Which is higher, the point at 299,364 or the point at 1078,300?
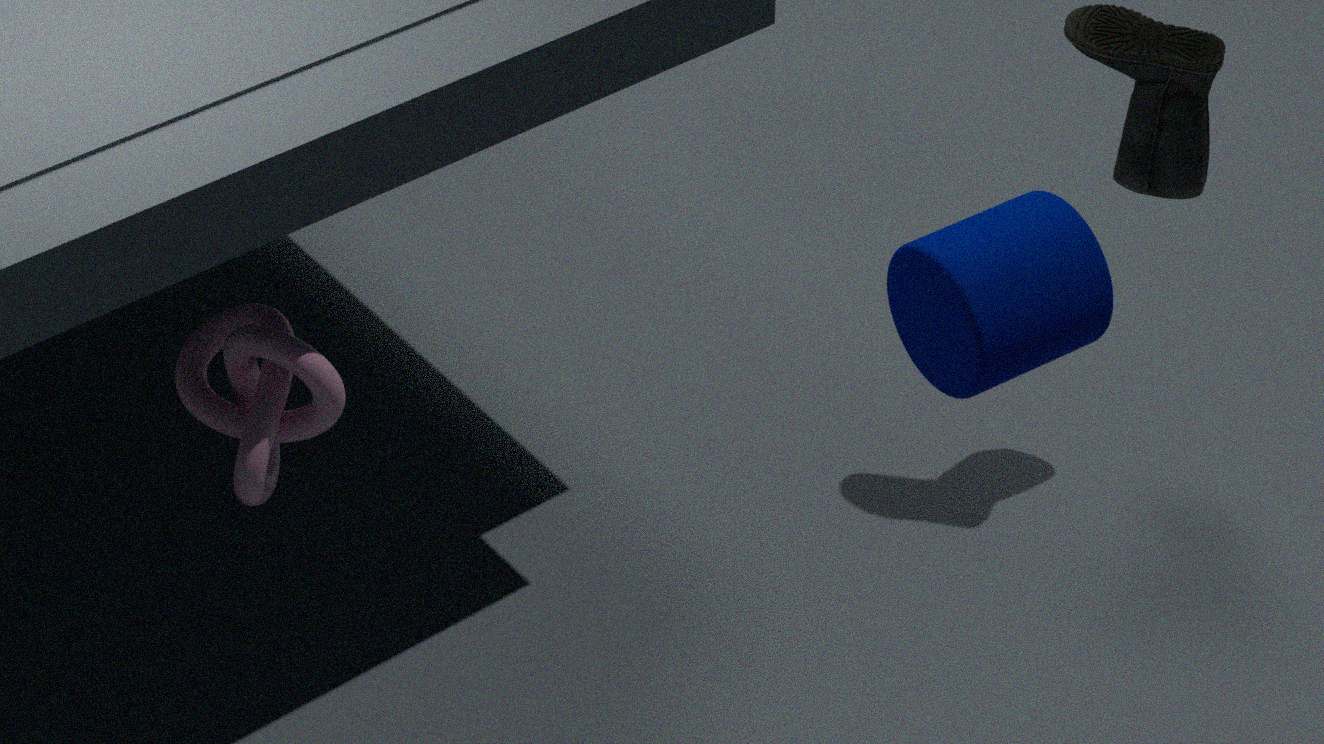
the point at 1078,300
